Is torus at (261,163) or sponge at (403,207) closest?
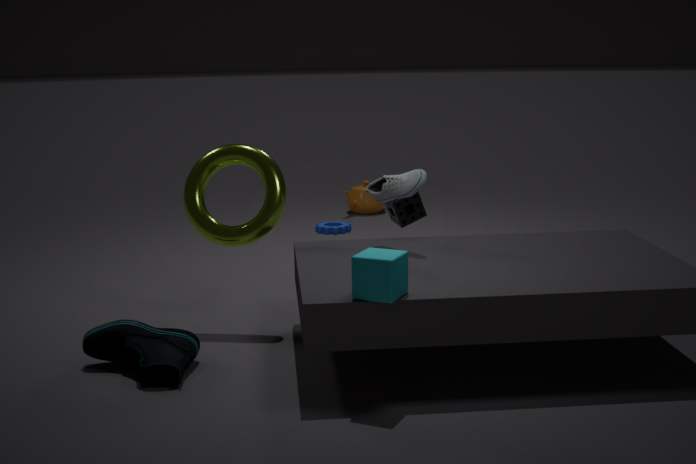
torus at (261,163)
